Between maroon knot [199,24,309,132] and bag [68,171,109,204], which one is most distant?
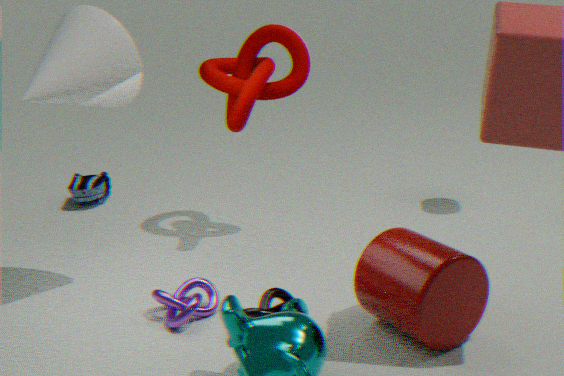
bag [68,171,109,204]
